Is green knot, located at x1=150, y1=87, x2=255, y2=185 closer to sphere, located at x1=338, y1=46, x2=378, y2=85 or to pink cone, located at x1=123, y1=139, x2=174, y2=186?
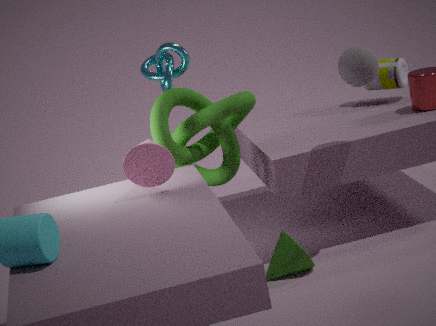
pink cone, located at x1=123, y1=139, x2=174, y2=186
